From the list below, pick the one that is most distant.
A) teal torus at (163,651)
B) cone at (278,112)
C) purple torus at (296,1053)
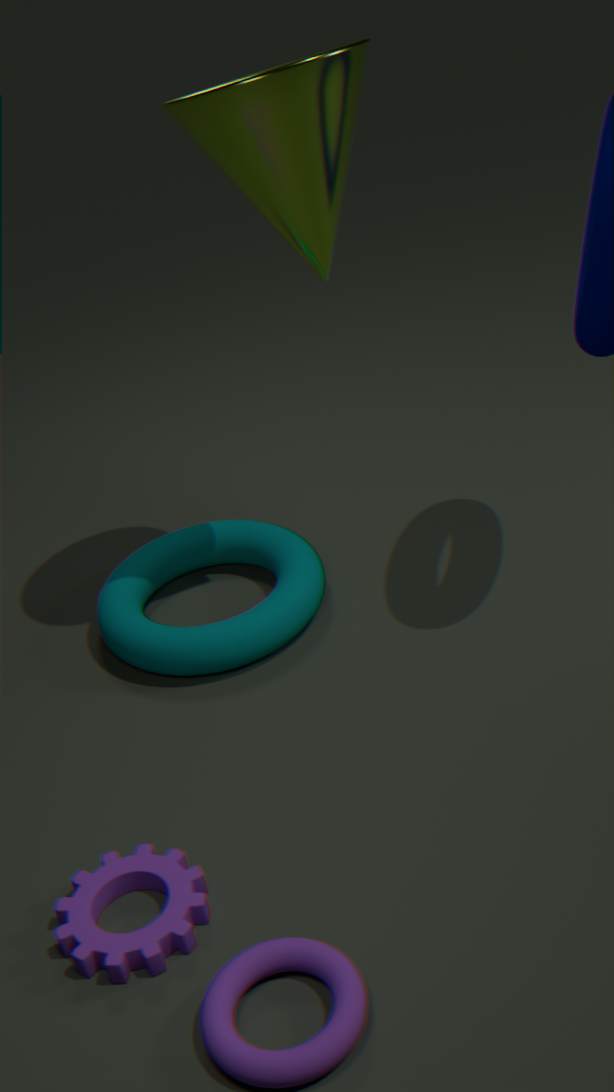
teal torus at (163,651)
